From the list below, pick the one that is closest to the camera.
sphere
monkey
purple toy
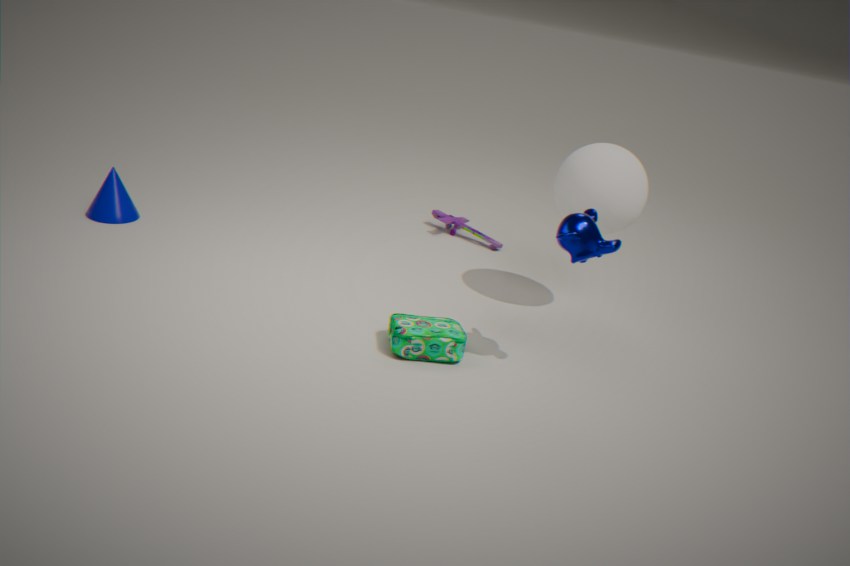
monkey
